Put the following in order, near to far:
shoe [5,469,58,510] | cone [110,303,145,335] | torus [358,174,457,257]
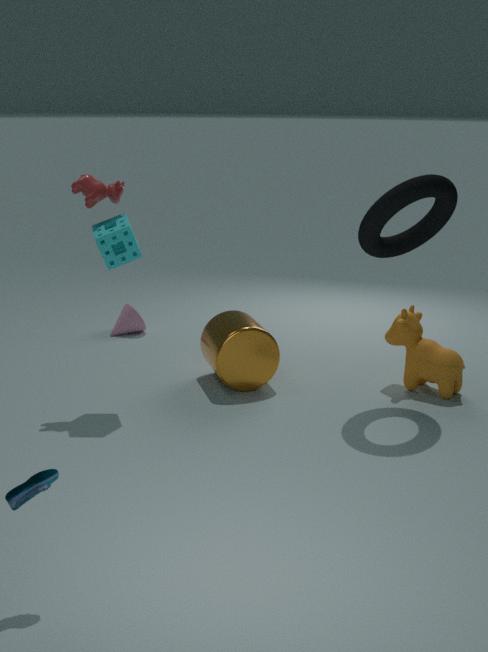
shoe [5,469,58,510], torus [358,174,457,257], cone [110,303,145,335]
